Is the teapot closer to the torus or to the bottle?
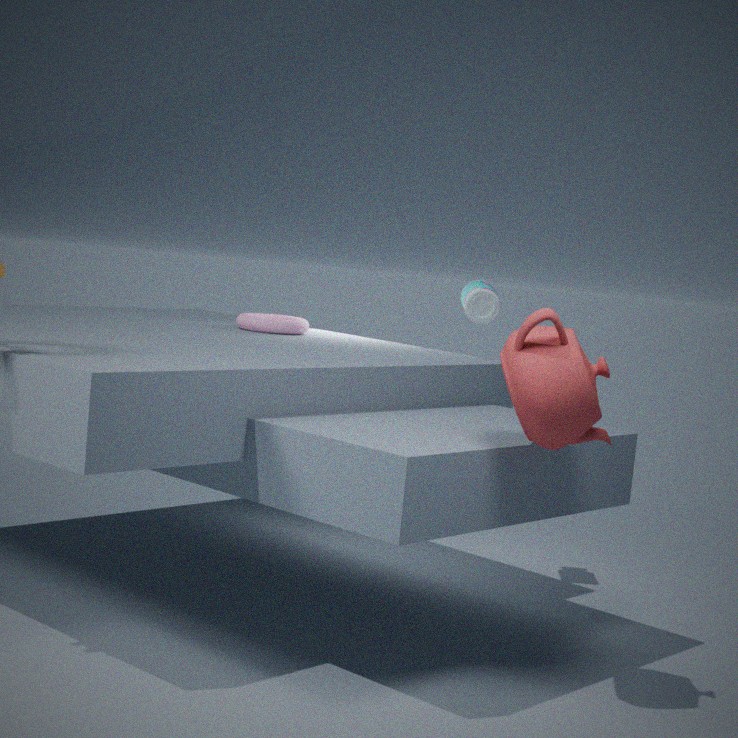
the bottle
